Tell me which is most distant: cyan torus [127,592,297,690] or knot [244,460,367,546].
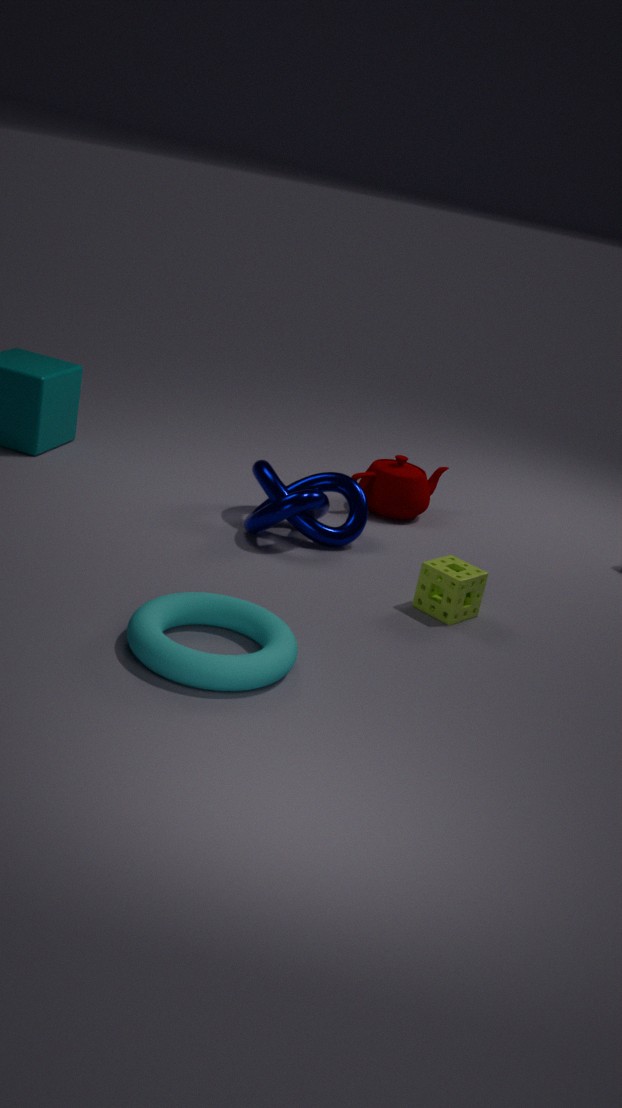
knot [244,460,367,546]
